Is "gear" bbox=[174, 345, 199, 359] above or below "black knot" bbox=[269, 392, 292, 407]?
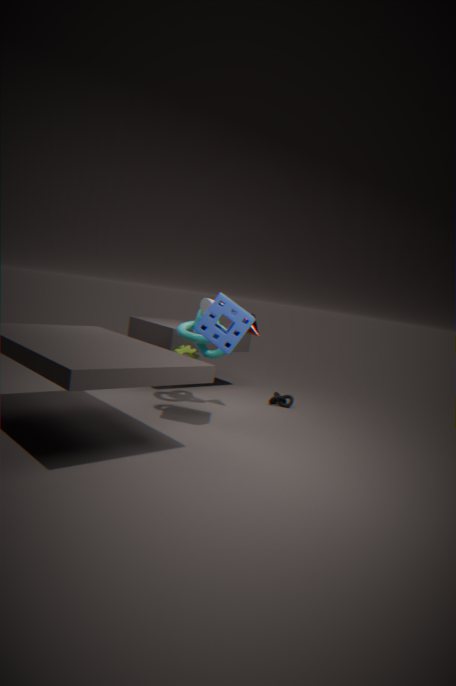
above
